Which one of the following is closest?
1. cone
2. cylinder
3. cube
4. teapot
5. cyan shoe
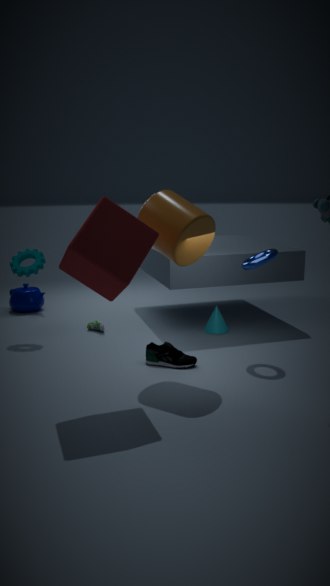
cube
